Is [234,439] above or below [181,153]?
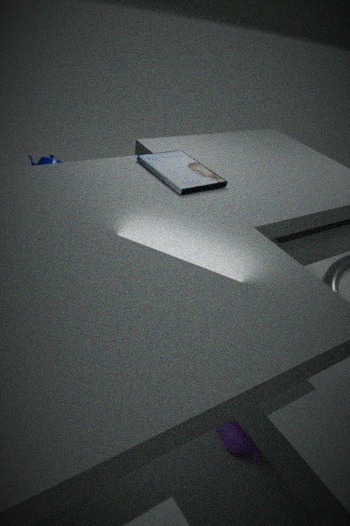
below
